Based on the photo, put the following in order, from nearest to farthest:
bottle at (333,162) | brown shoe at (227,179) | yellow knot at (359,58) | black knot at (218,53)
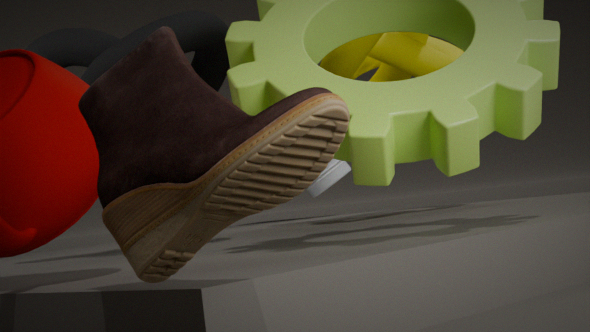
brown shoe at (227,179) → black knot at (218,53) → yellow knot at (359,58) → bottle at (333,162)
